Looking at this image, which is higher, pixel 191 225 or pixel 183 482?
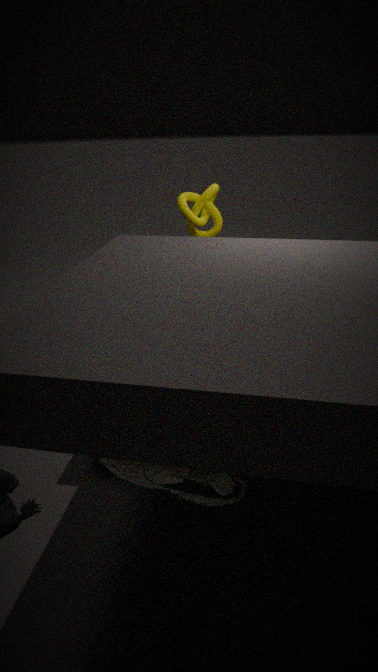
pixel 191 225
